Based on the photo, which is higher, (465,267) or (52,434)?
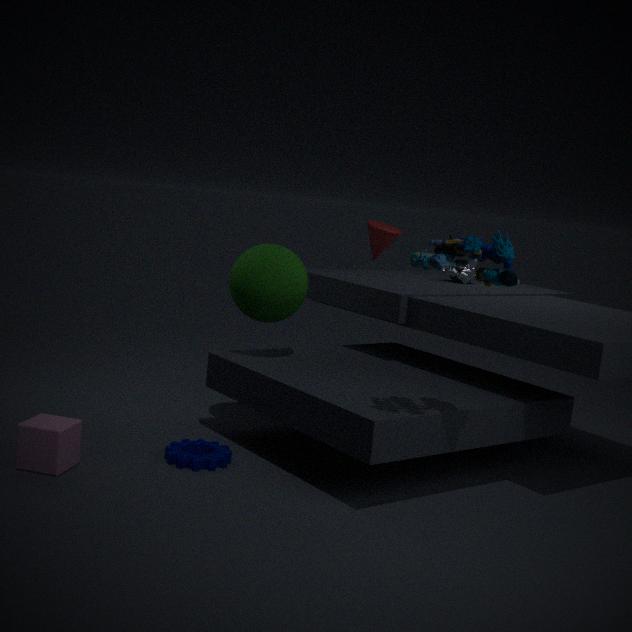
(465,267)
